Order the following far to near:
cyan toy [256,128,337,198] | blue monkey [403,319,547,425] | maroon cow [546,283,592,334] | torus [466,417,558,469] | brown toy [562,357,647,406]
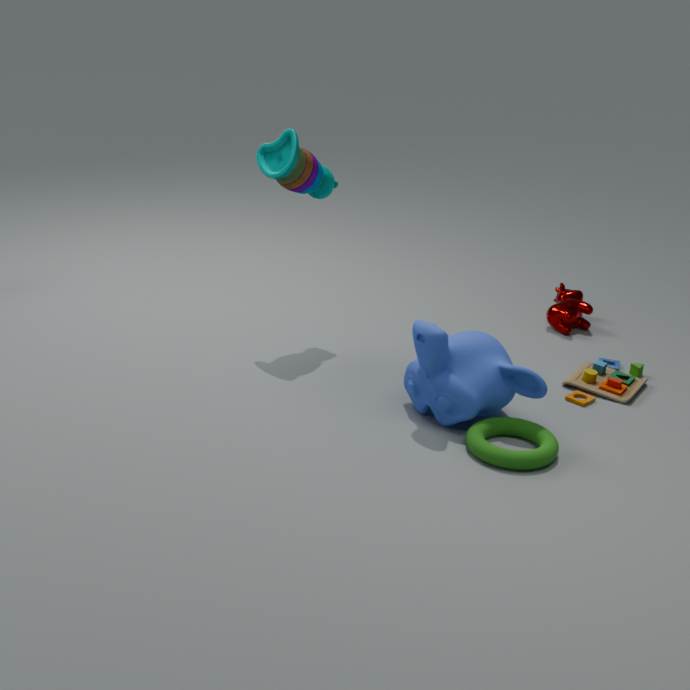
maroon cow [546,283,592,334] < brown toy [562,357,647,406] < cyan toy [256,128,337,198] < blue monkey [403,319,547,425] < torus [466,417,558,469]
